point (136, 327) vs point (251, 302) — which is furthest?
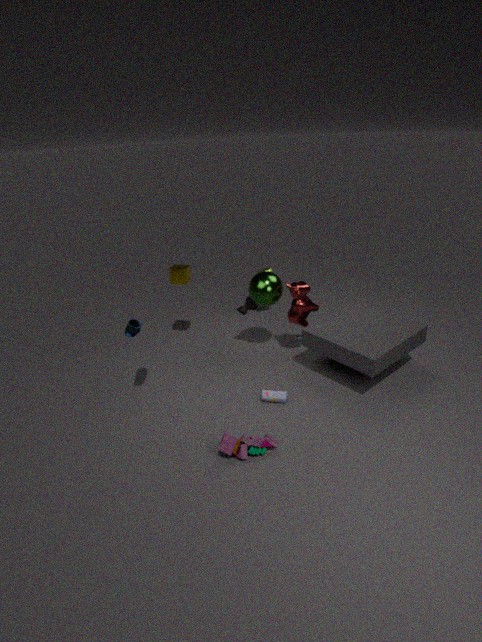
point (251, 302)
